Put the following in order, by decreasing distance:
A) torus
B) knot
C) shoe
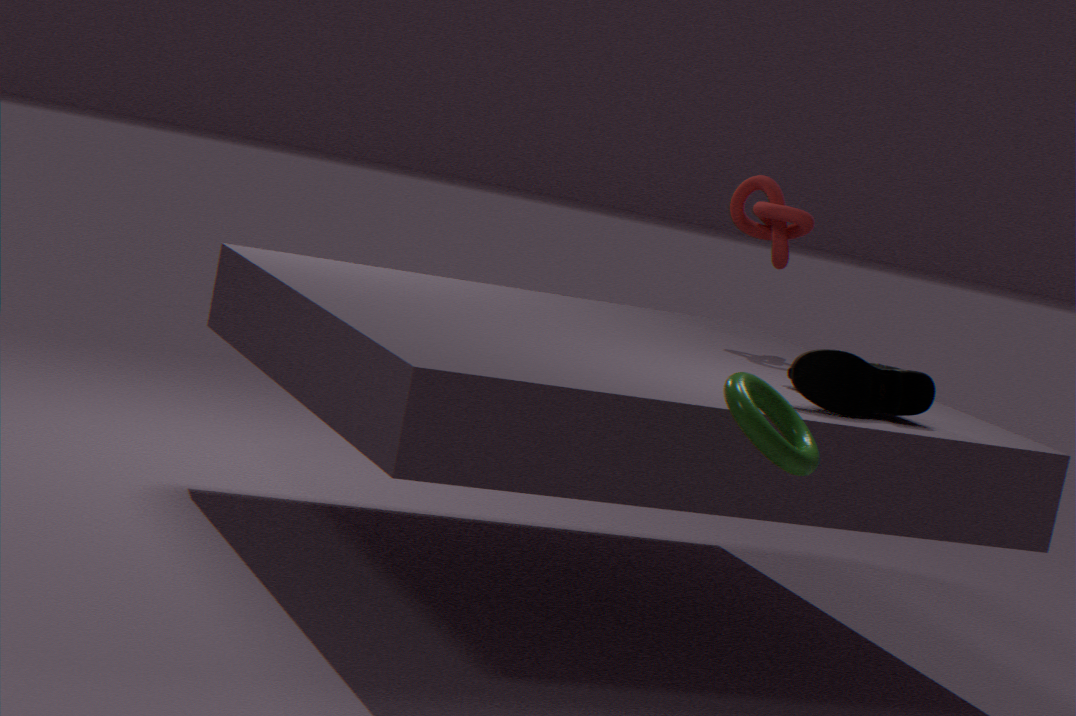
1. knot
2. shoe
3. torus
